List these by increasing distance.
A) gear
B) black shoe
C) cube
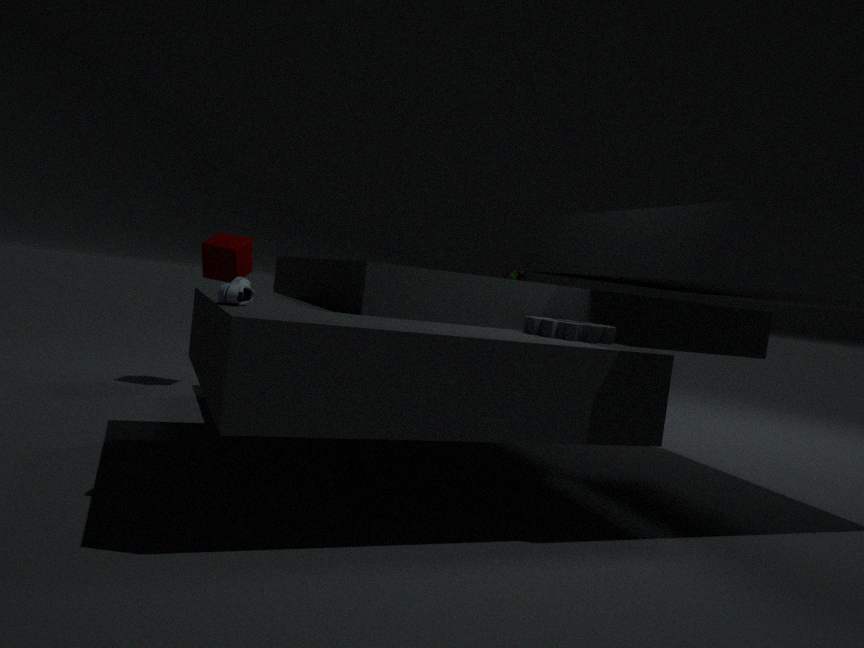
black shoe < gear < cube
